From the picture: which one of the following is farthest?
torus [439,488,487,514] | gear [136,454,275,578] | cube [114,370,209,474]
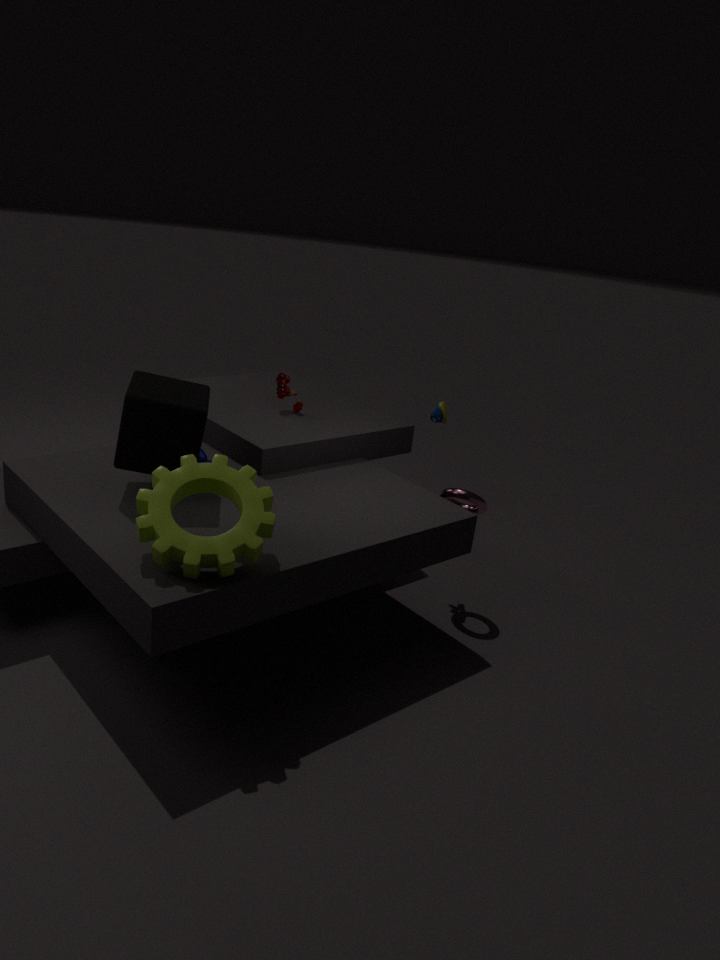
torus [439,488,487,514]
